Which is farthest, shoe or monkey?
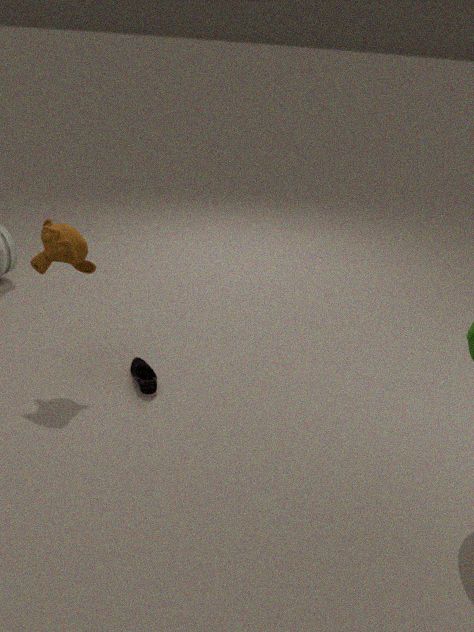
shoe
